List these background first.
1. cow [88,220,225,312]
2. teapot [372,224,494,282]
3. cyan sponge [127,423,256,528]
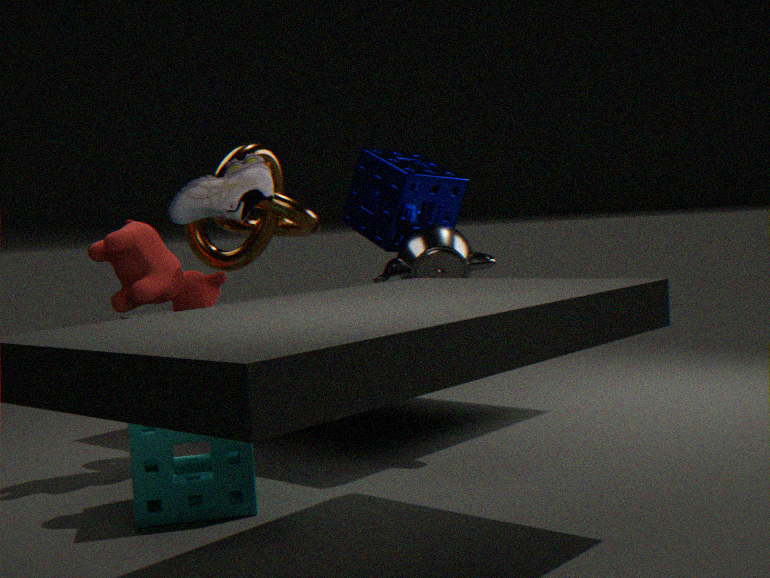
teapot [372,224,494,282]
cow [88,220,225,312]
cyan sponge [127,423,256,528]
